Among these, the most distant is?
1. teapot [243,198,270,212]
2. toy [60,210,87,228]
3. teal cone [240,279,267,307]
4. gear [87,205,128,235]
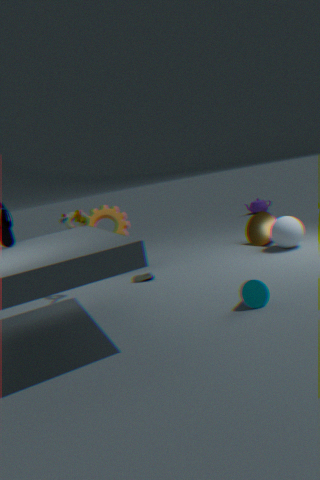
teapot [243,198,270,212]
